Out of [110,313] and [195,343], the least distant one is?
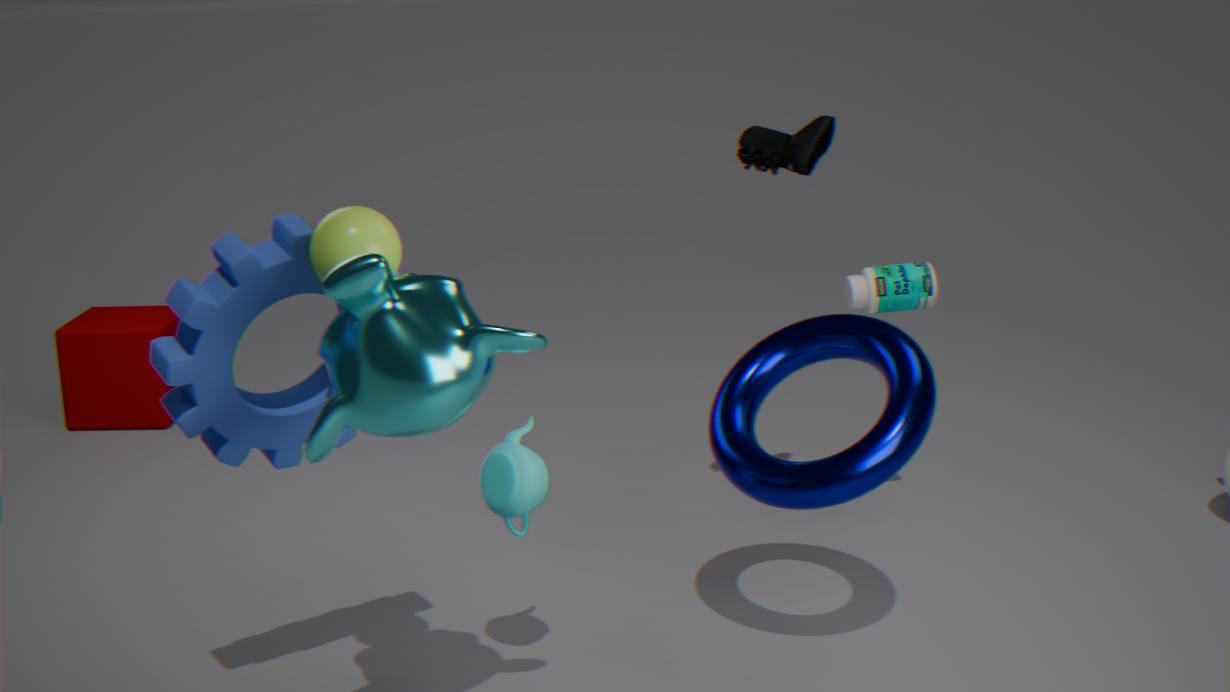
[195,343]
